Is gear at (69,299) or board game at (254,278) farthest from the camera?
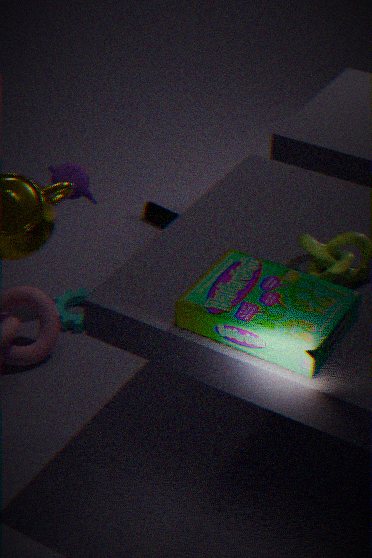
gear at (69,299)
